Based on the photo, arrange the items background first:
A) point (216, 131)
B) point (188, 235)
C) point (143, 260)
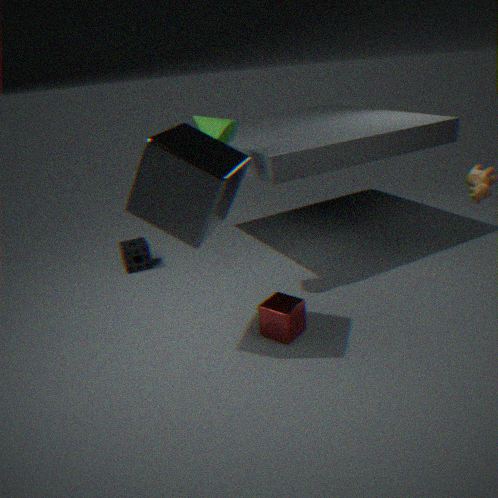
point (143, 260)
point (216, 131)
point (188, 235)
